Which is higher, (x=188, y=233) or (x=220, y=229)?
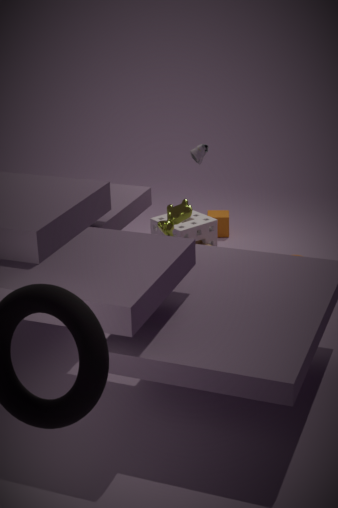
(x=188, y=233)
